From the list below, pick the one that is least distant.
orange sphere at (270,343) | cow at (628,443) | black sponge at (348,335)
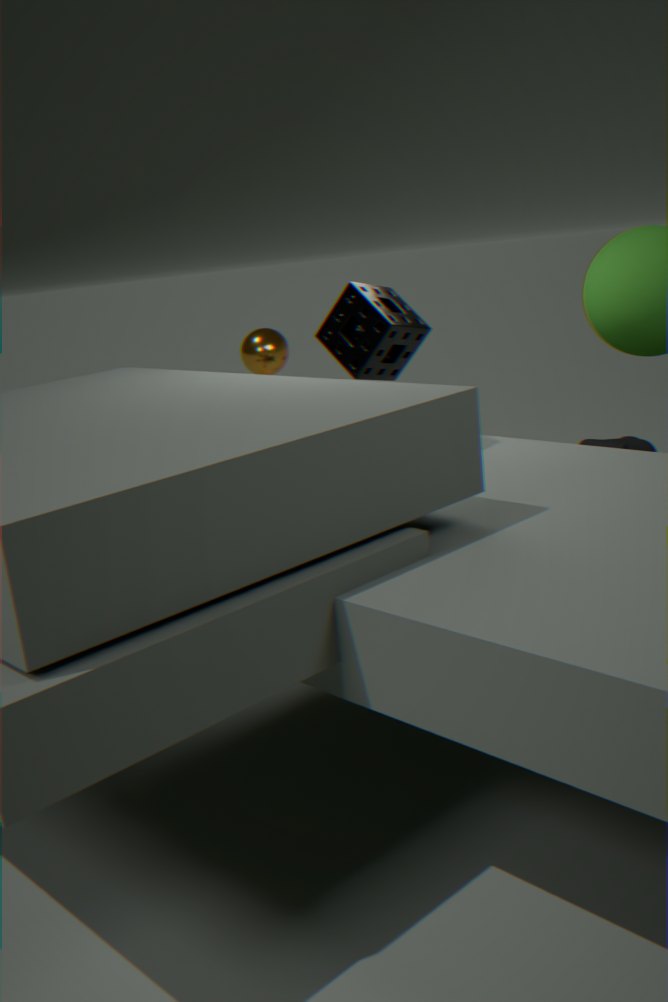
black sponge at (348,335)
